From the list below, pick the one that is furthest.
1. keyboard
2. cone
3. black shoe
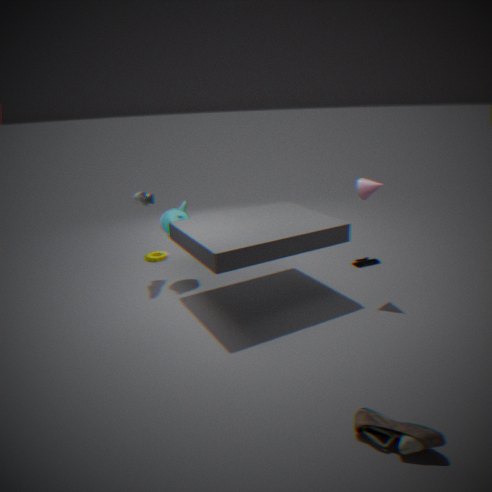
keyboard
